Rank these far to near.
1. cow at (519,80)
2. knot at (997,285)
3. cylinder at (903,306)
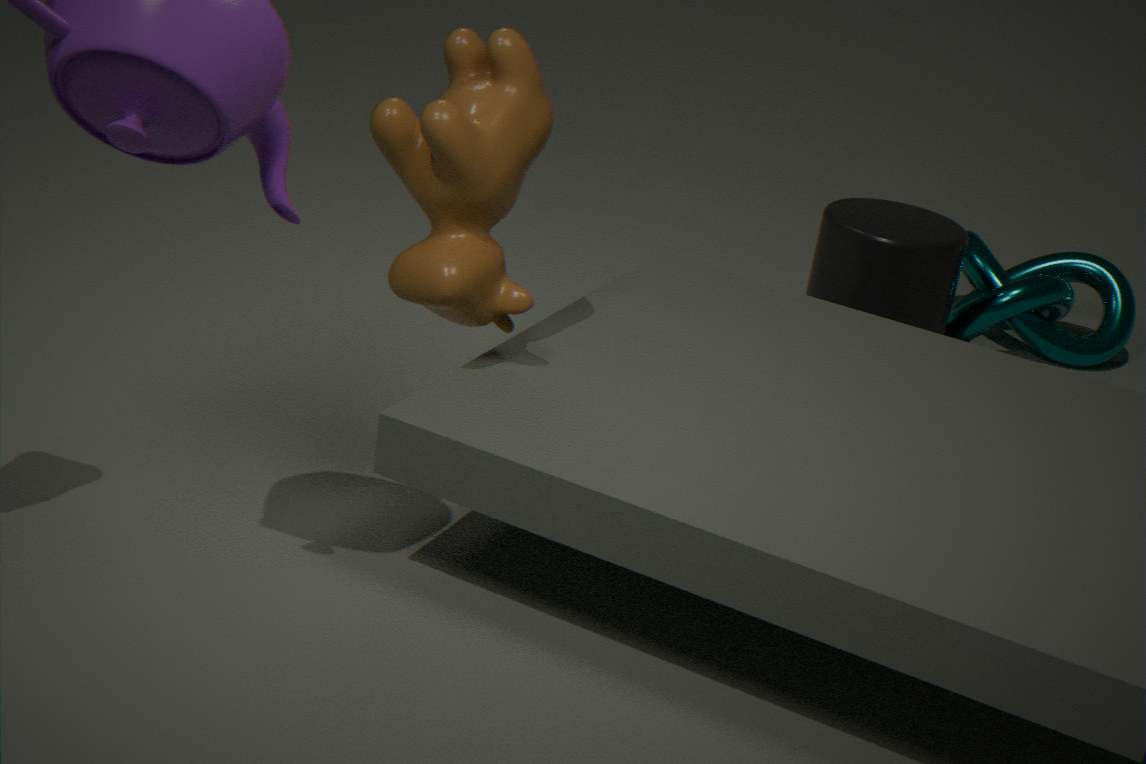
knot at (997,285) < cylinder at (903,306) < cow at (519,80)
